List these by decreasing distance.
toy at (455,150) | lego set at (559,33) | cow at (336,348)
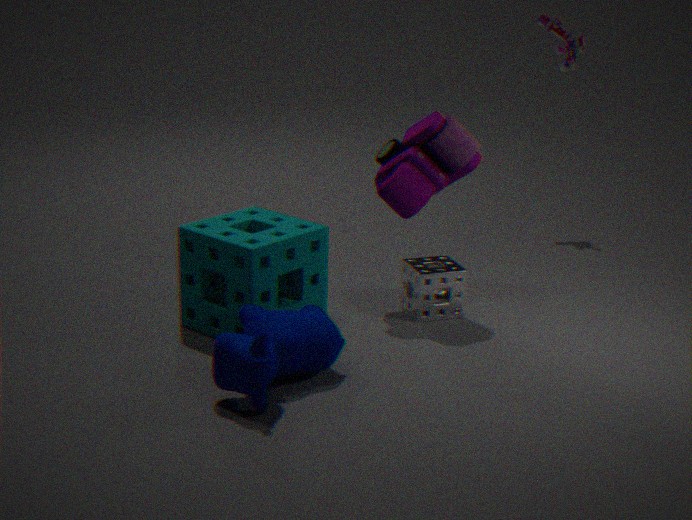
1. lego set at (559,33)
2. toy at (455,150)
3. cow at (336,348)
